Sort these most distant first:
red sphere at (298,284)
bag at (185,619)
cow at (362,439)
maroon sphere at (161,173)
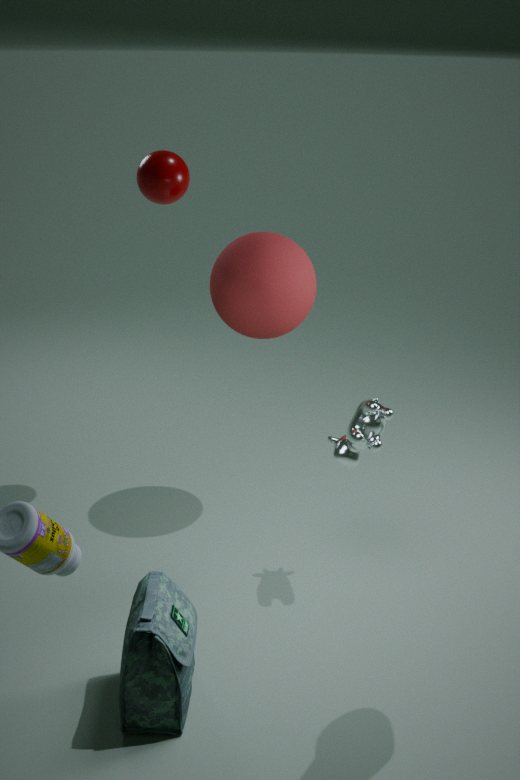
maroon sphere at (161,173) → red sphere at (298,284) → cow at (362,439) → bag at (185,619)
